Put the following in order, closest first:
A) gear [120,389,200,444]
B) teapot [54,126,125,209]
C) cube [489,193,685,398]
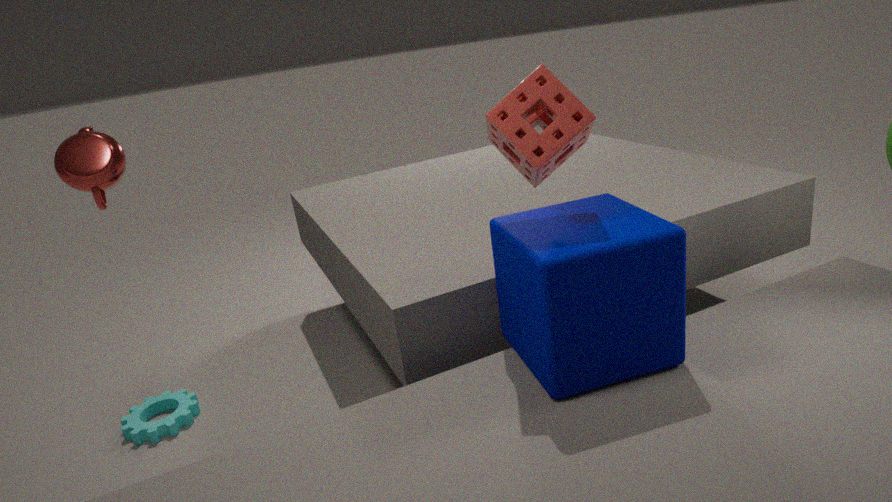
cube [489,193,685,398], teapot [54,126,125,209], gear [120,389,200,444]
